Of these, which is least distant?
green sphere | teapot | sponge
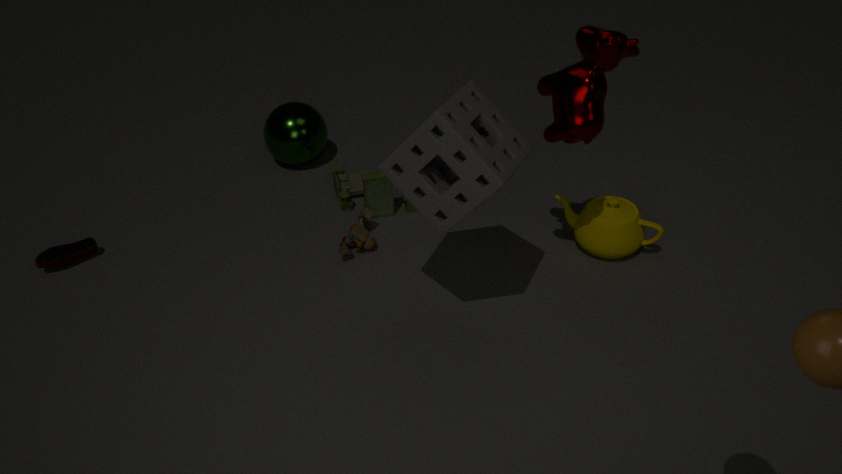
sponge
